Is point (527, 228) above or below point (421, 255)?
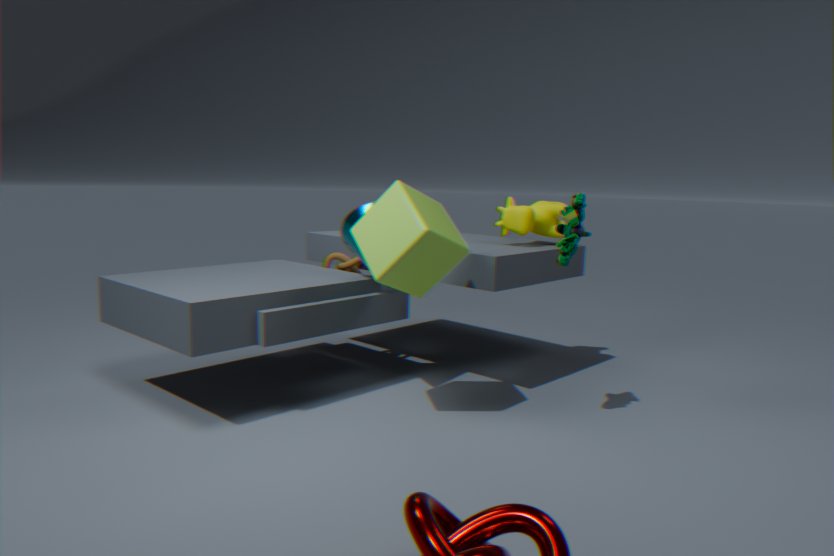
above
